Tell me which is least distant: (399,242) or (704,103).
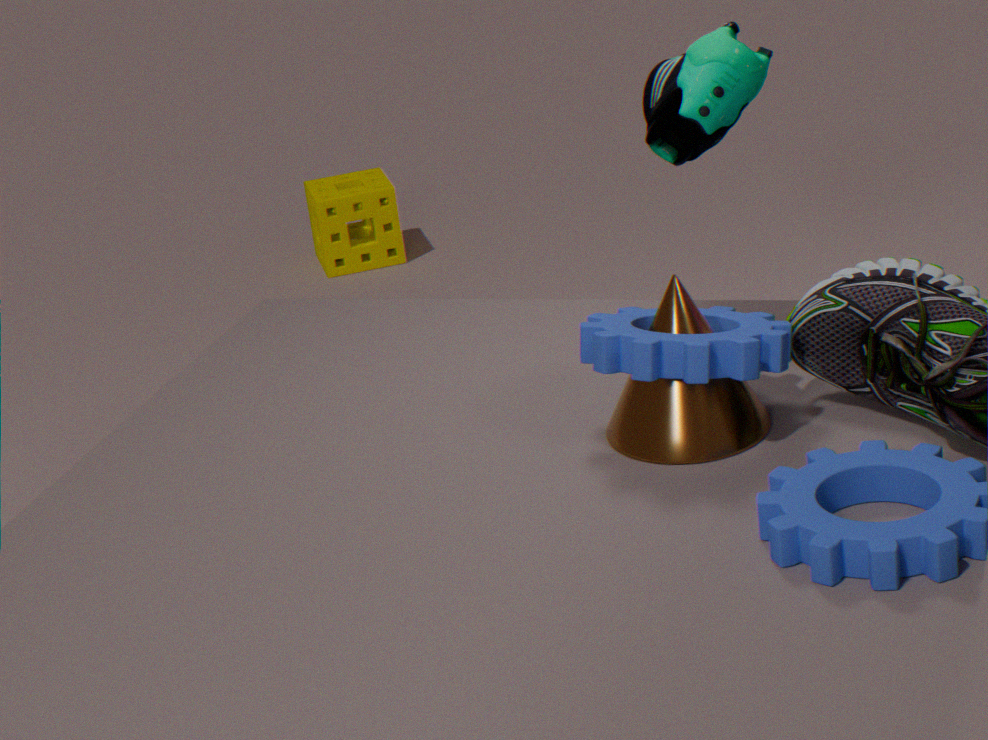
(704,103)
